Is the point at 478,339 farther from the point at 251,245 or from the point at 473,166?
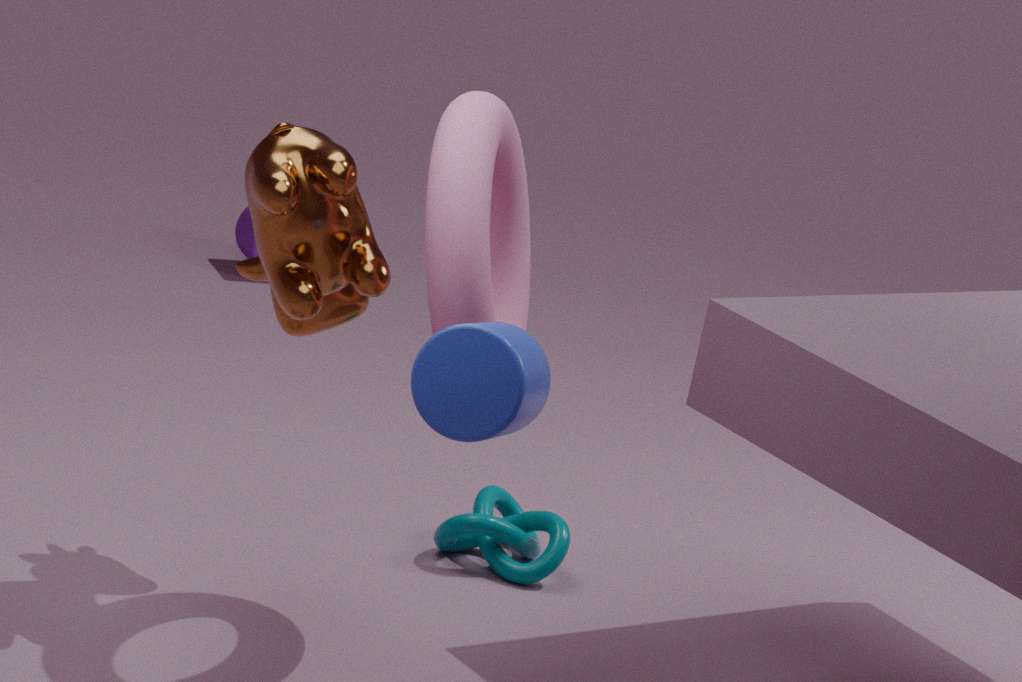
the point at 251,245
